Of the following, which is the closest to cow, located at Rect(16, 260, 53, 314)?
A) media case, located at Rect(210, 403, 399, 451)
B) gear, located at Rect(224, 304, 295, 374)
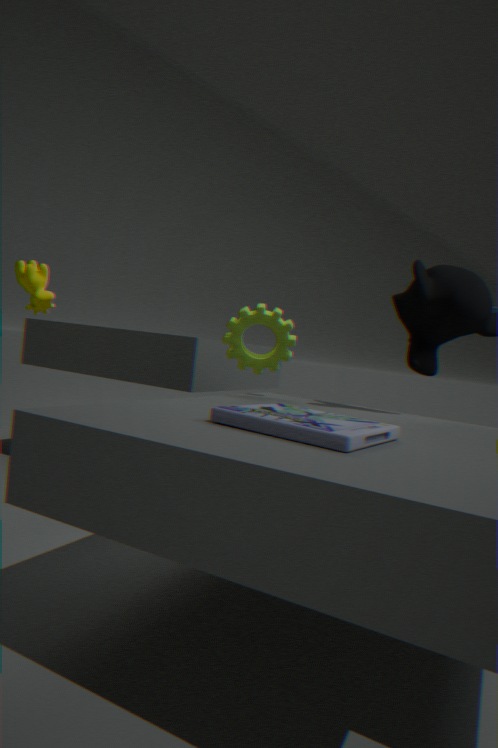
gear, located at Rect(224, 304, 295, 374)
